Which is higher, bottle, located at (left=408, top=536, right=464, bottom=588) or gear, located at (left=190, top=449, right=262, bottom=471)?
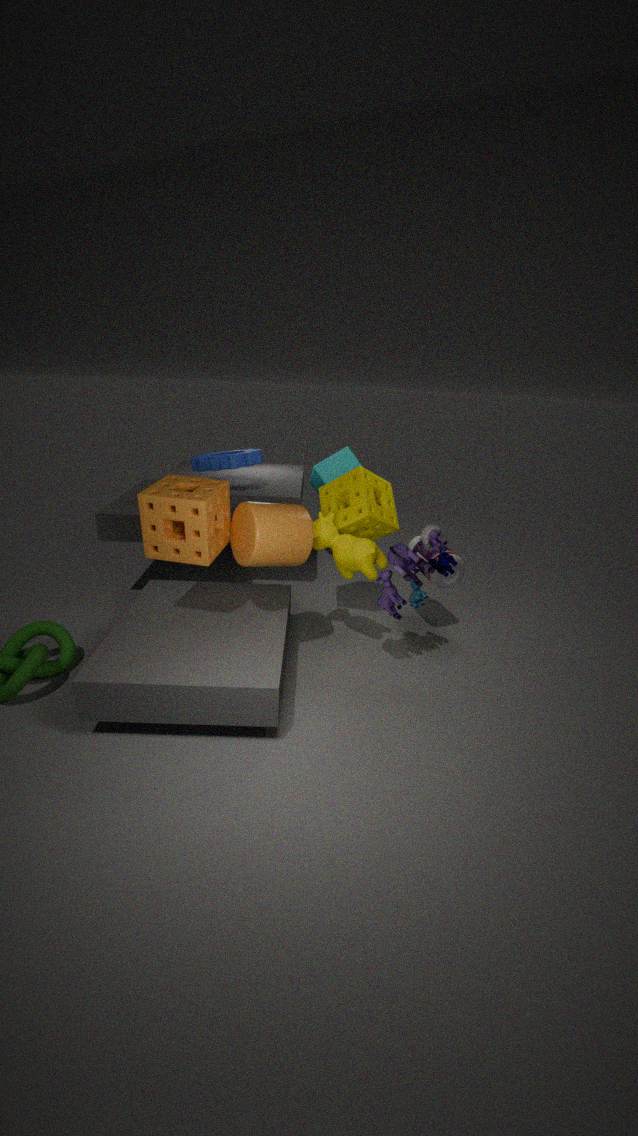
gear, located at (left=190, top=449, right=262, bottom=471)
